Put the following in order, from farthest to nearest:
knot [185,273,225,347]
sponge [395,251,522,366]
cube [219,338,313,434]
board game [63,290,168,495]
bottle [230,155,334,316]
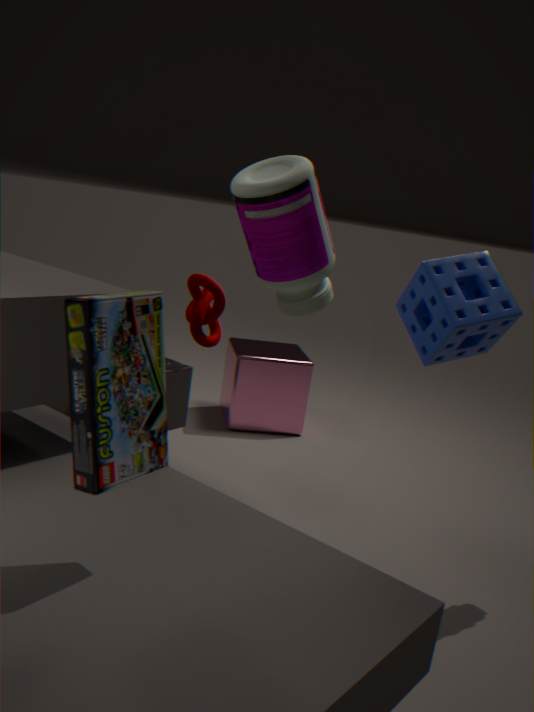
1. cube [219,338,313,434]
2. knot [185,273,225,347]
3. bottle [230,155,334,316]
4. sponge [395,251,522,366]
5. board game [63,290,168,495]
